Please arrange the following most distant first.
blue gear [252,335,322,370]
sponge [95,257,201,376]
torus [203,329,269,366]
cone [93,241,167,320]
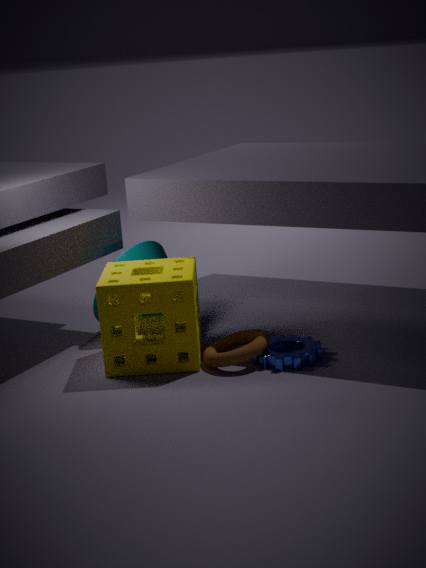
cone [93,241,167,320] < blue gear [252,335,322,370] < torus [203,329,269,366] < sponge [95,257,201,376]
